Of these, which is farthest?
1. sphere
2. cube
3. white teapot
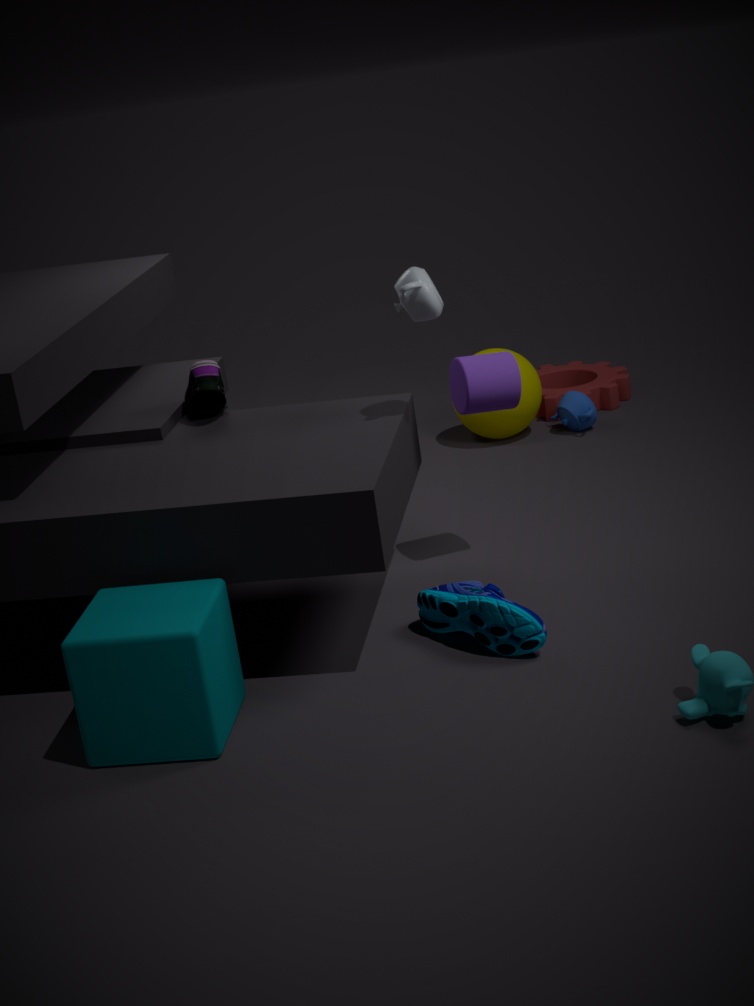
sphere
